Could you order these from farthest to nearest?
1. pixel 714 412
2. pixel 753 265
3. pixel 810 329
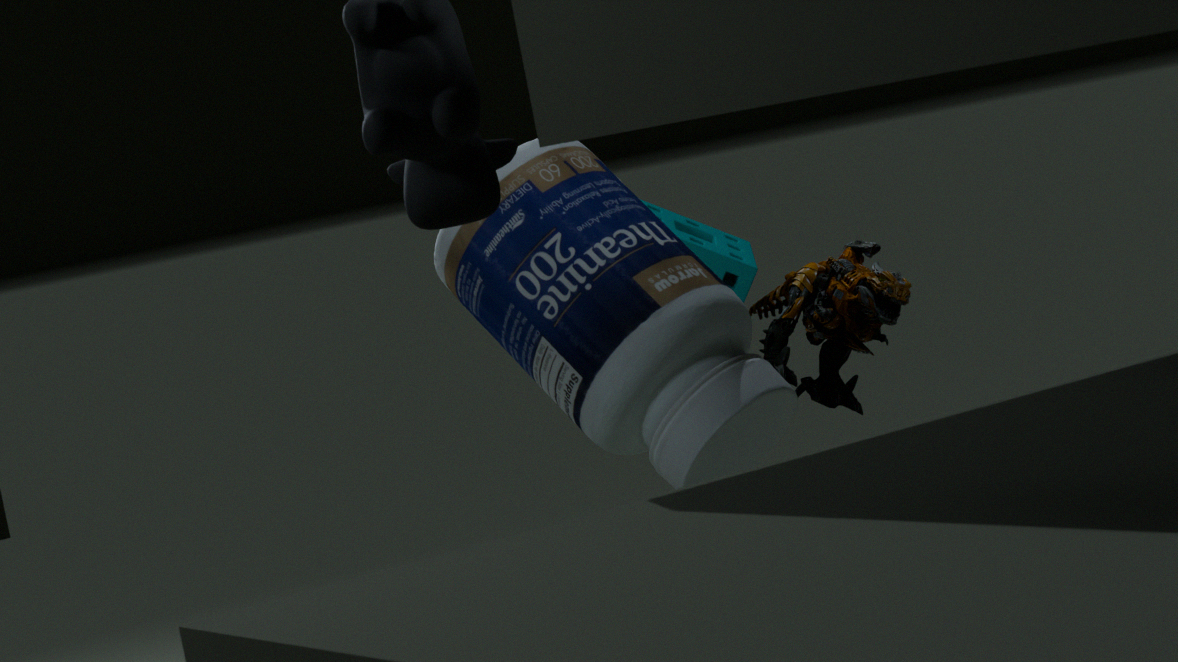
pixel 753 265, pixel 810 329, pixel 714 412
